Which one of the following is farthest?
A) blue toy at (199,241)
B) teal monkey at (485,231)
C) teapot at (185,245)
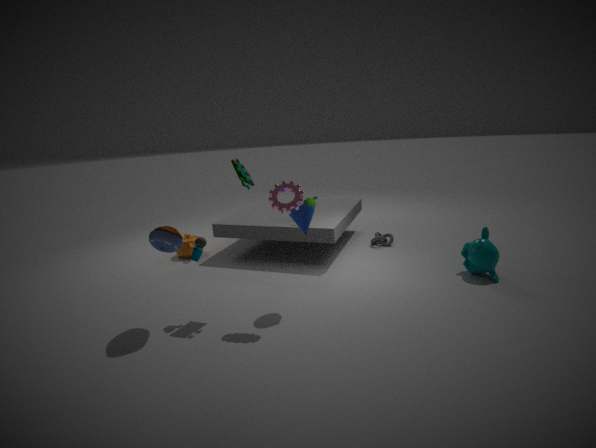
teapot at (185,245)
